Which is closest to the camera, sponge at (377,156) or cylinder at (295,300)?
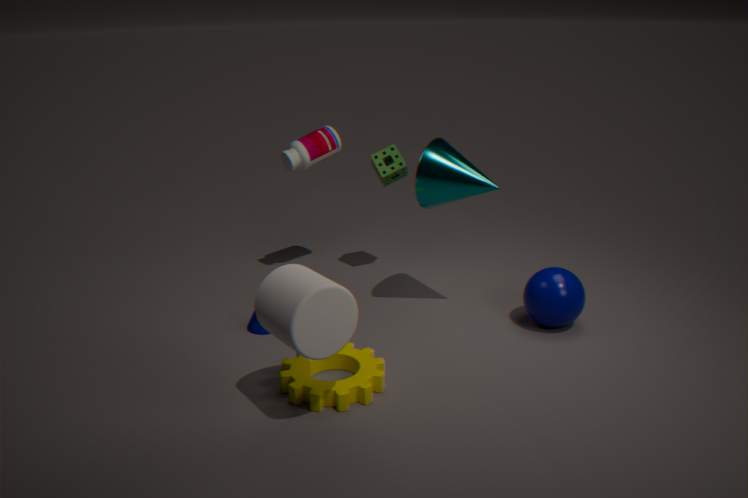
cylinder at (295,300)
